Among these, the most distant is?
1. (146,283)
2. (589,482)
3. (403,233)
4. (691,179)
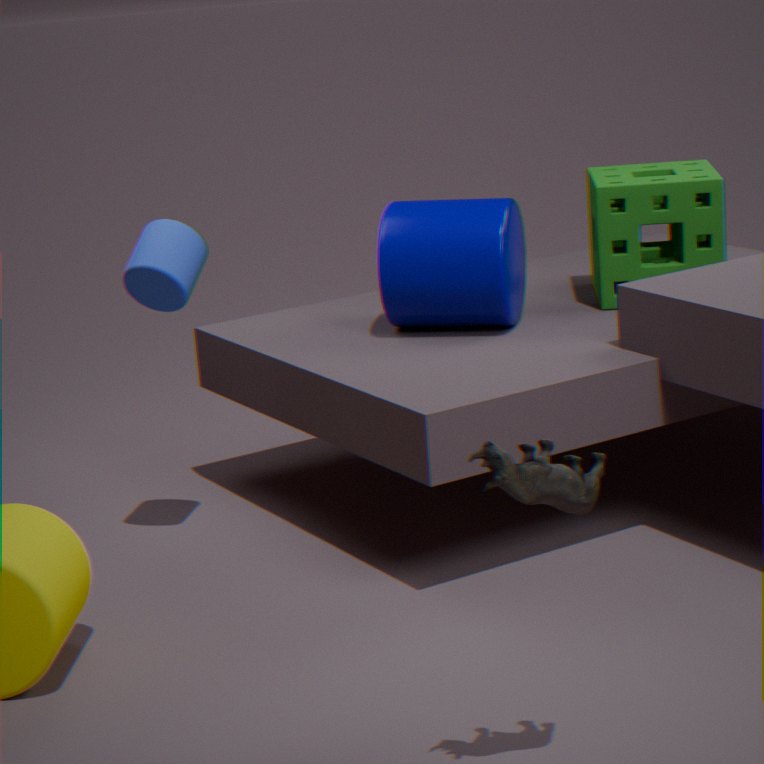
(691,179)
